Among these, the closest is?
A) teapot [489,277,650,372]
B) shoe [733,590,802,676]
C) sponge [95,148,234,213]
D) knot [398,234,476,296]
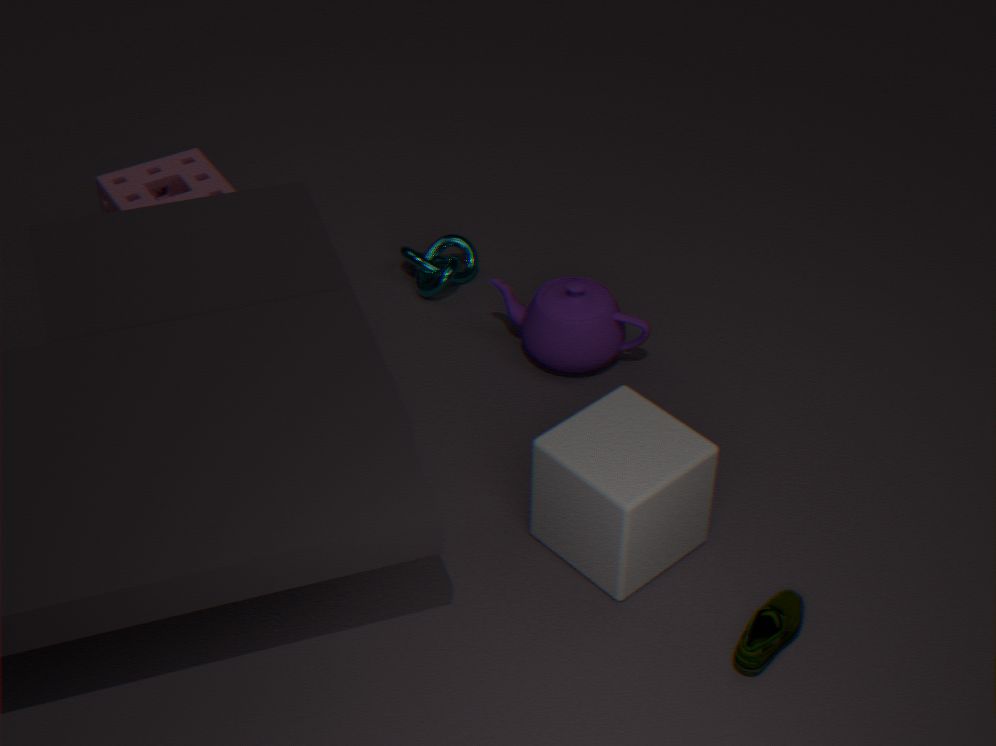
shoe [733,590,802,676]
